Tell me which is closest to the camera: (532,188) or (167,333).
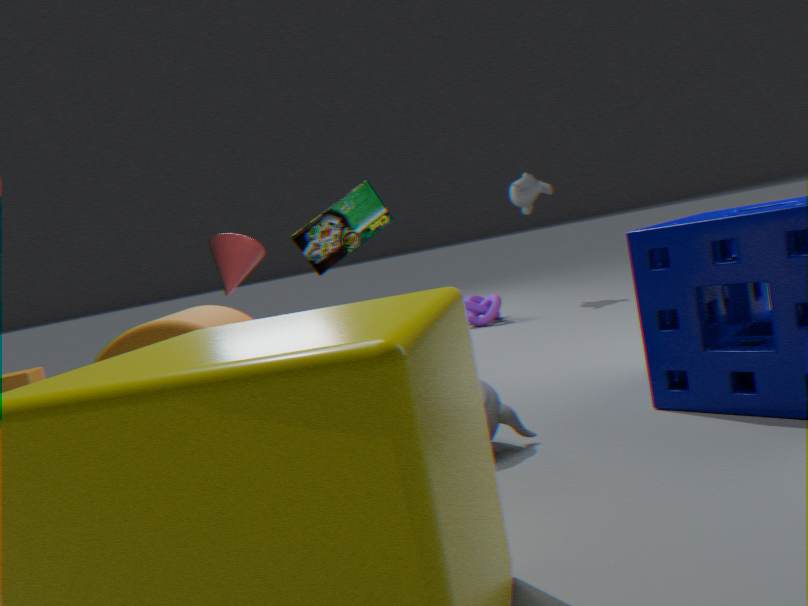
(167,333)
